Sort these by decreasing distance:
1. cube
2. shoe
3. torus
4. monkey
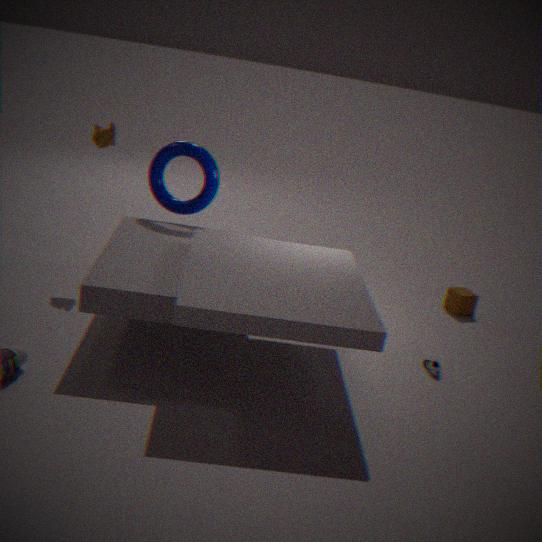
1. cube
2. torus
3. monkey
4. shoe
